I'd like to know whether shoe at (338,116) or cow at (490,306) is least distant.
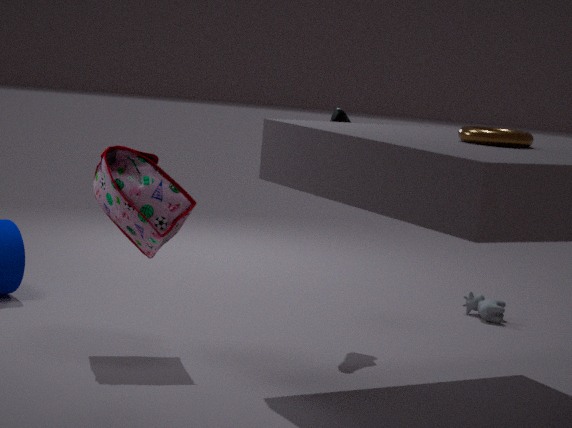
shoe at (338,116)
